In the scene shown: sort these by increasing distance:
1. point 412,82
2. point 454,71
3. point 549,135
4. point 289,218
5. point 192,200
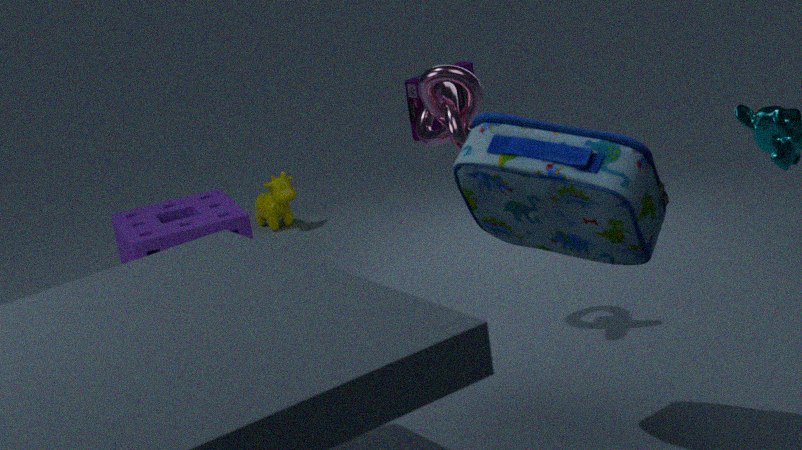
point 549,135
point 454,71
point 192,200
point 289,218
point 412,82
